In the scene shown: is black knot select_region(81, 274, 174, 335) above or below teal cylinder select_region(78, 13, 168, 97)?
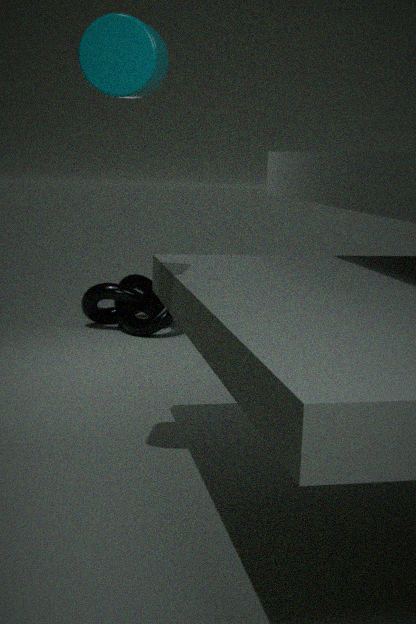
below
